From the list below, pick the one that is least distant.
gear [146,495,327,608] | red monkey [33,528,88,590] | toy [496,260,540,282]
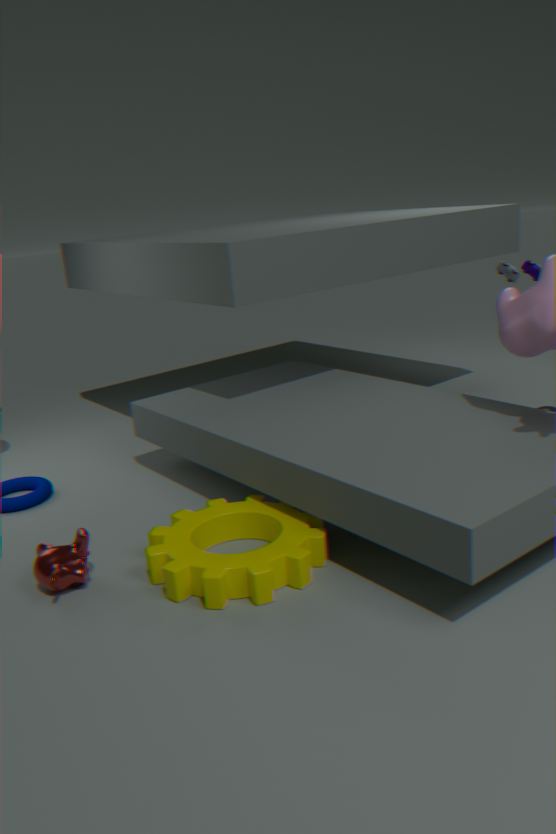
gear [146,495,327,608]
